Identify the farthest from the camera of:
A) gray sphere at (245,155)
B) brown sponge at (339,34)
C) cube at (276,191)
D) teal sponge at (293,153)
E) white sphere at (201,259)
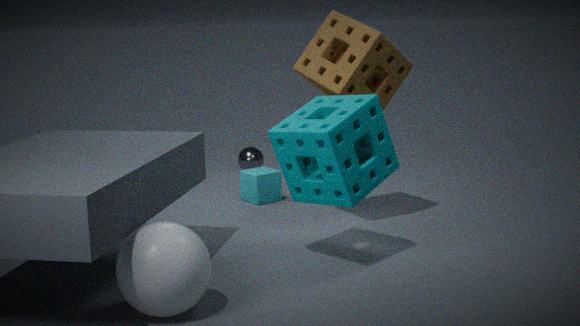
gray sphere at (245,155)
